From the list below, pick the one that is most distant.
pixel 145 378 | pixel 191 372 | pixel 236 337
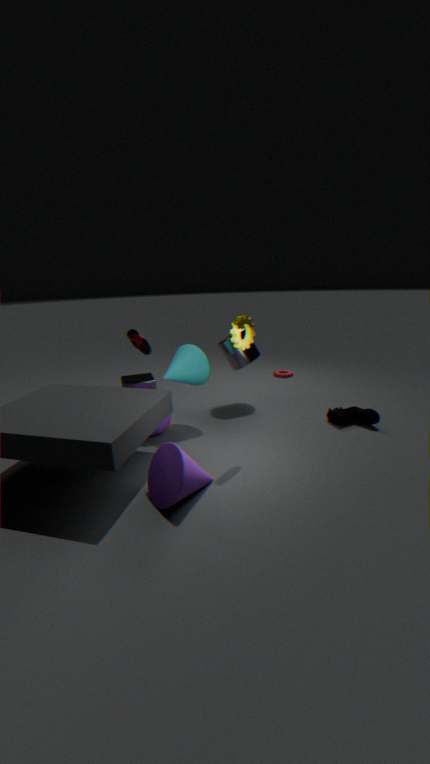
pixel 145 378
